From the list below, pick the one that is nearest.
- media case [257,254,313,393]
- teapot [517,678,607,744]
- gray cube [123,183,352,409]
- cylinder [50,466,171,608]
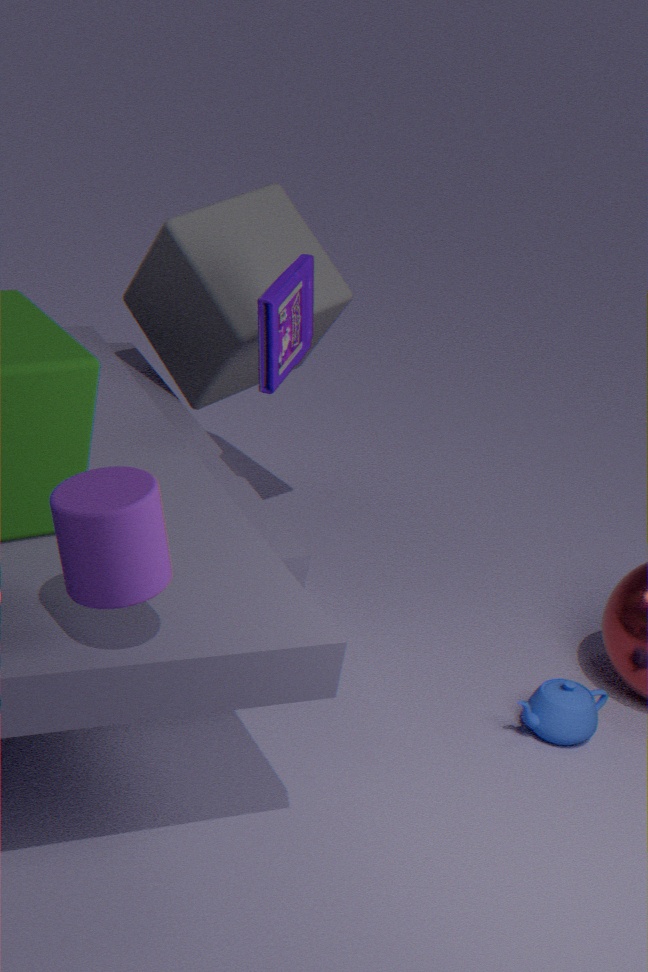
cylinder [50,466,171,608]
